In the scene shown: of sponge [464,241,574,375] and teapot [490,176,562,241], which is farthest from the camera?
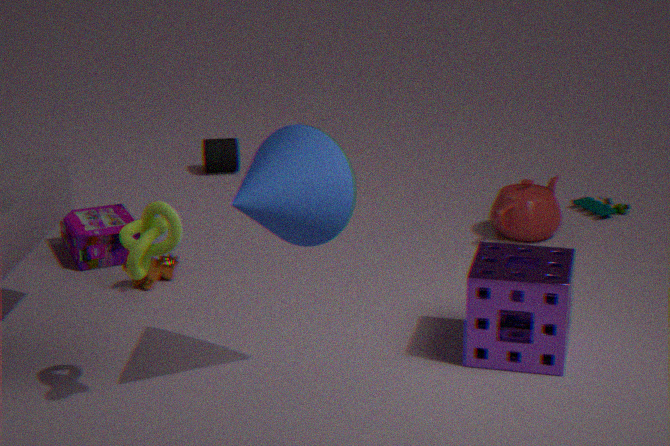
teapot [490,176,562,241]
